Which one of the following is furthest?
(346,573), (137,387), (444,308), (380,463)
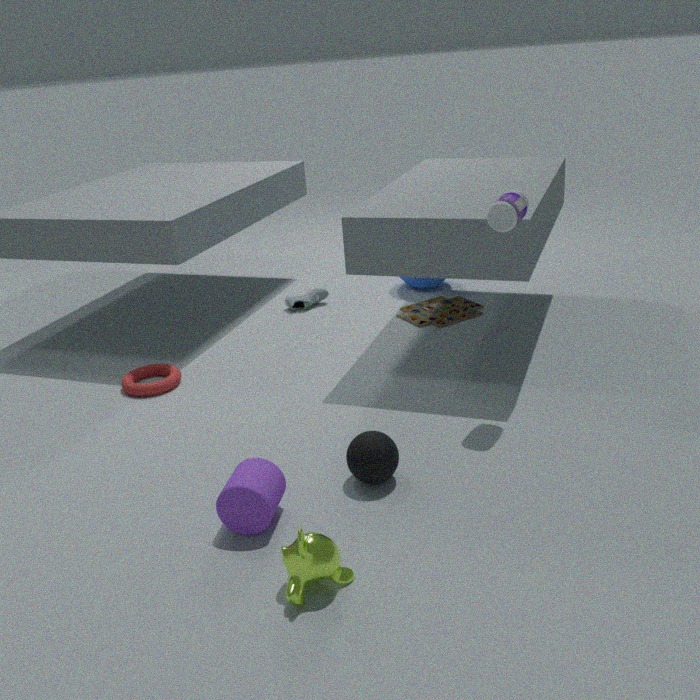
(444,308)
